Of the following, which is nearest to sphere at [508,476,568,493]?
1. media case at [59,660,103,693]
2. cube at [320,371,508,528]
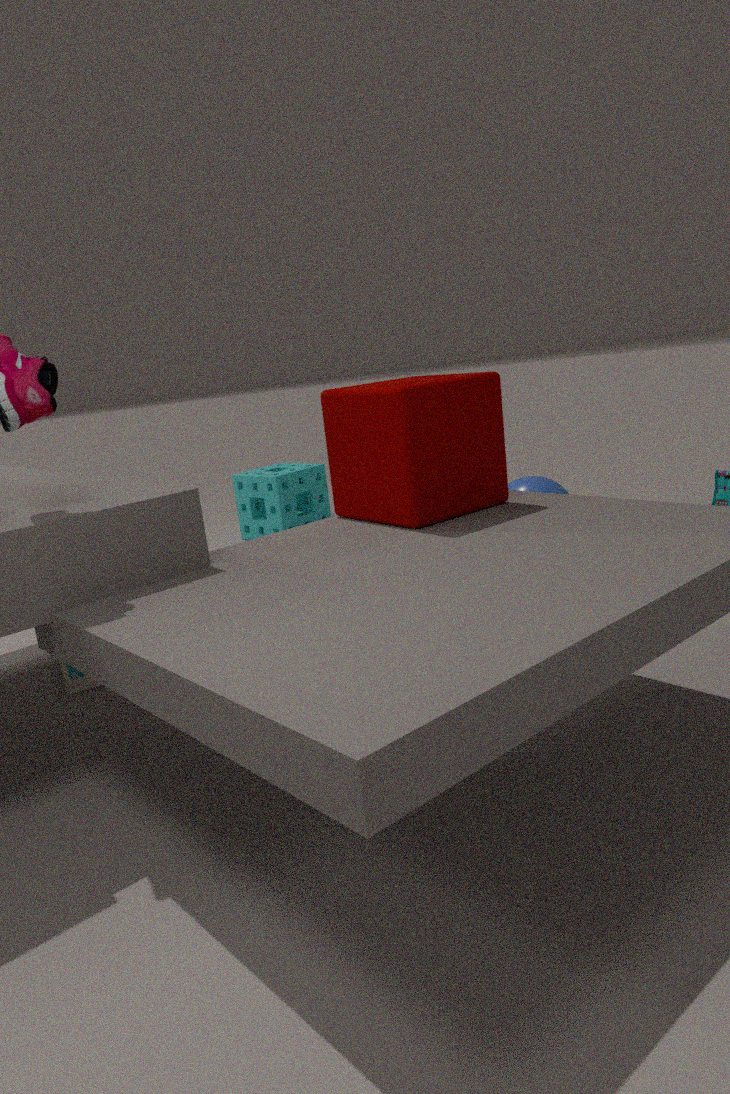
cube at [320,371,508,528]
